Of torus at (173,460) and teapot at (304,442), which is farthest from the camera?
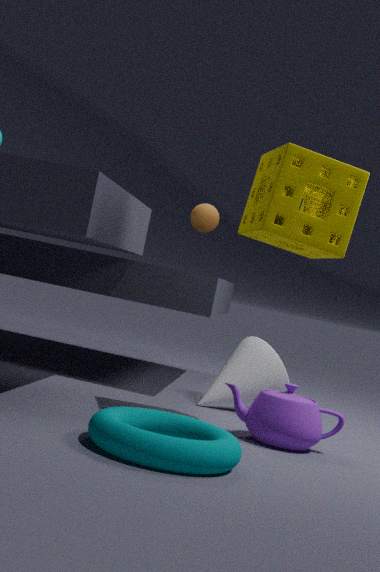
teapot at (304,442)
